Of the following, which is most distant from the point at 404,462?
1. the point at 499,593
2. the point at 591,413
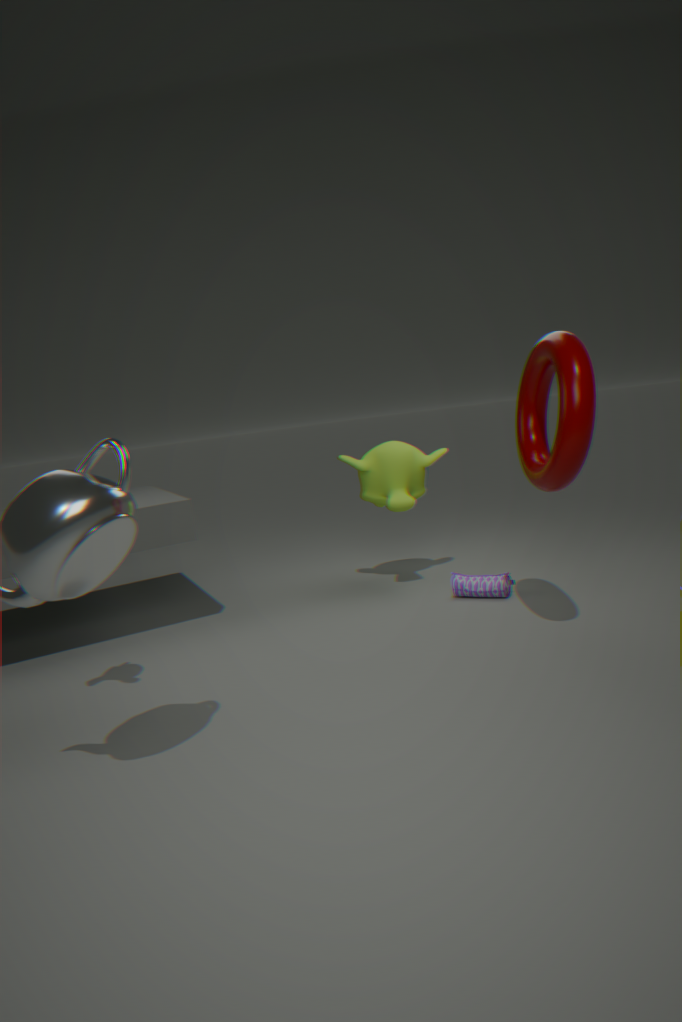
the point at 591,413
